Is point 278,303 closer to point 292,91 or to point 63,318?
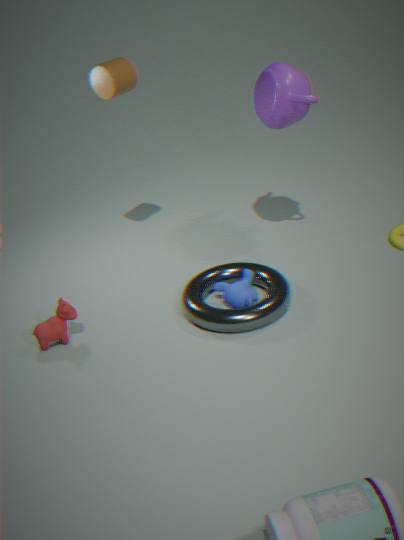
point 63,318
